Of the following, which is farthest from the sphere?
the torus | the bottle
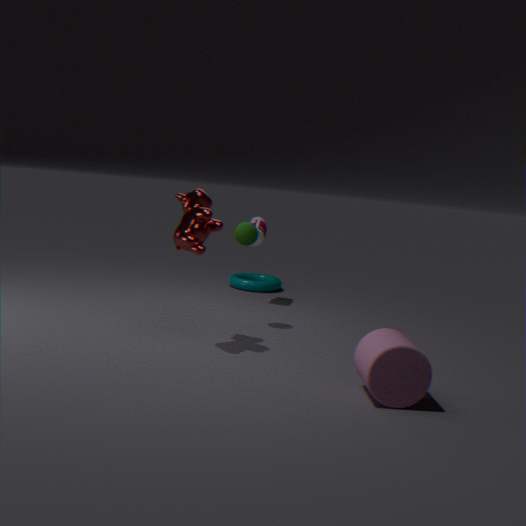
the torus
